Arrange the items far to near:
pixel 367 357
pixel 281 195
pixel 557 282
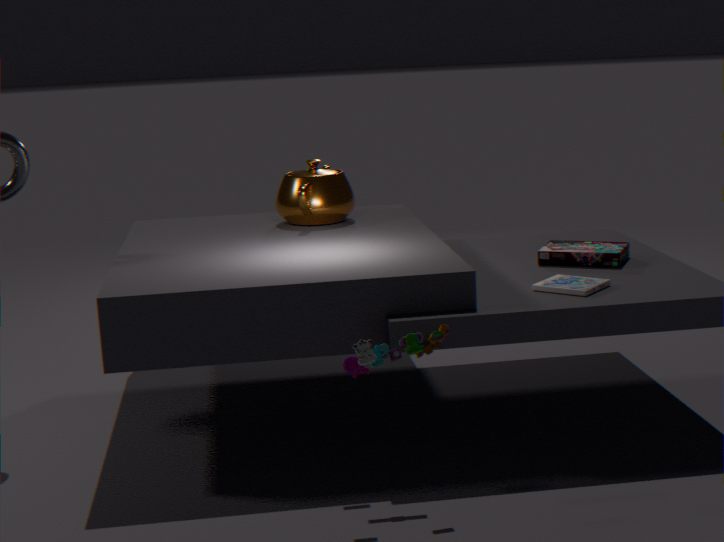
pixel 281 195
pixel 557 282
pixel 367 357
